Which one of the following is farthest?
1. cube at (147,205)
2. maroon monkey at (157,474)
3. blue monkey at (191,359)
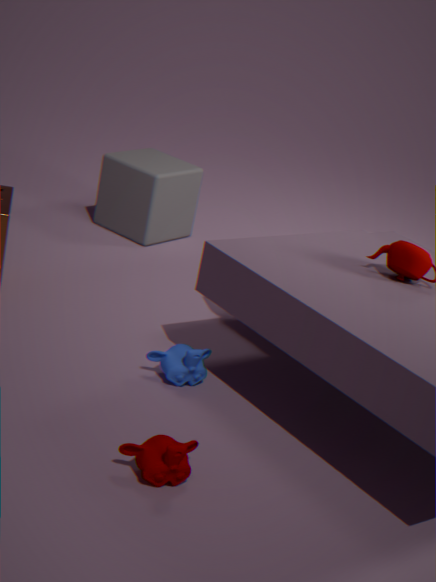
cube at (147,205)
